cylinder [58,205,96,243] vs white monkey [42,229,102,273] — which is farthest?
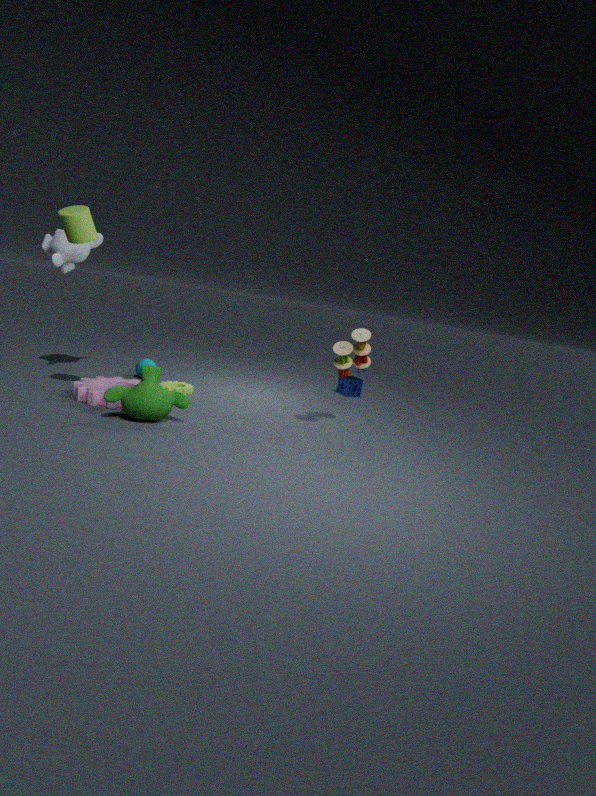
white monkey [42,229,102,273]
